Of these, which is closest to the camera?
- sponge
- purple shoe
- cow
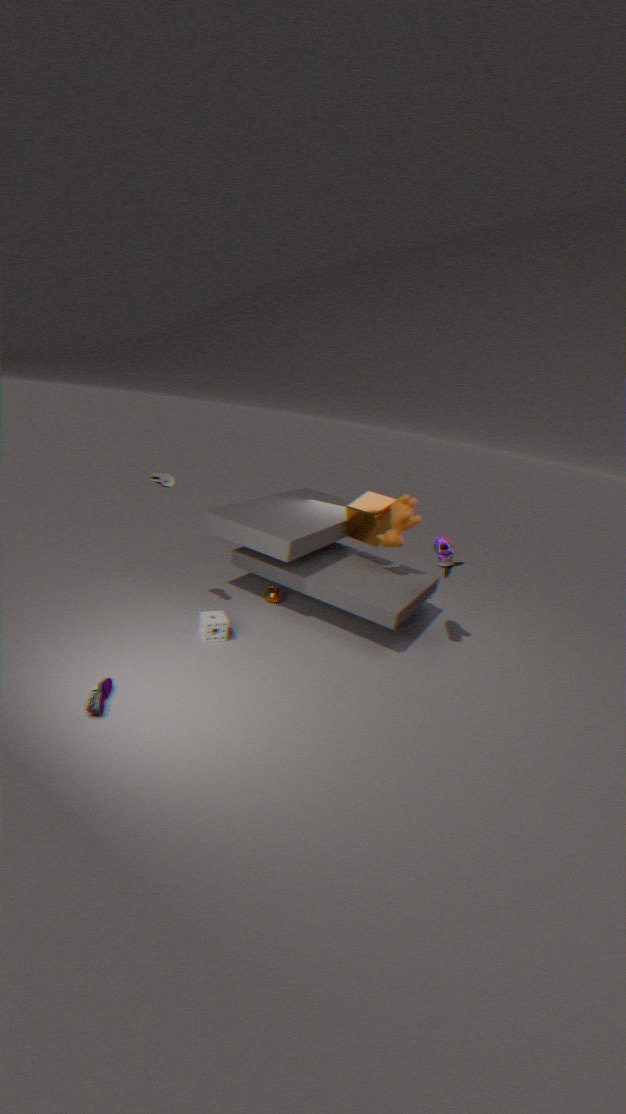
purple shoe
